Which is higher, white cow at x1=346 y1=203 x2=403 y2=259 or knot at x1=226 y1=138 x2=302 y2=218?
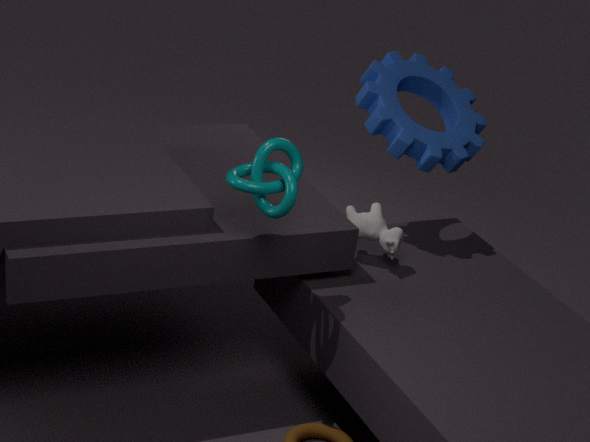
knot at x1=226 y1=138 x2=302 y2=218
